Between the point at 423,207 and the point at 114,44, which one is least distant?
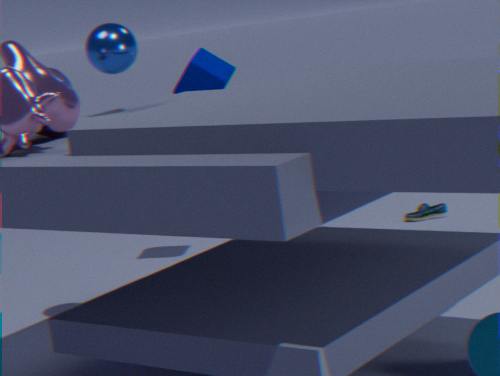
the point at 114,44
